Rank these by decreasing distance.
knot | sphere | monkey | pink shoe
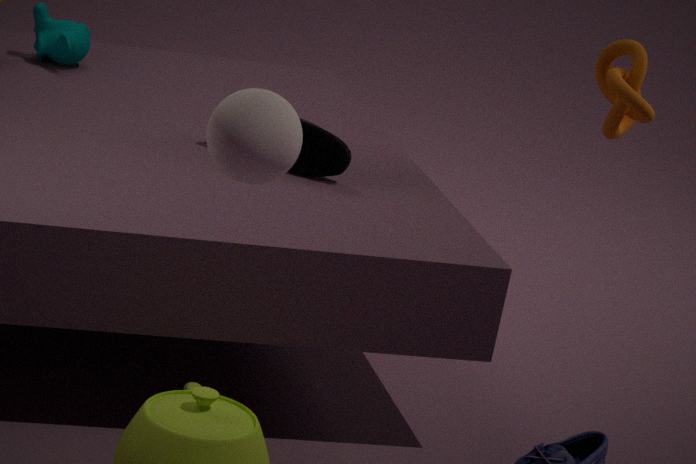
1. monkey
2. knot
3. pink shoe
4. sphere
